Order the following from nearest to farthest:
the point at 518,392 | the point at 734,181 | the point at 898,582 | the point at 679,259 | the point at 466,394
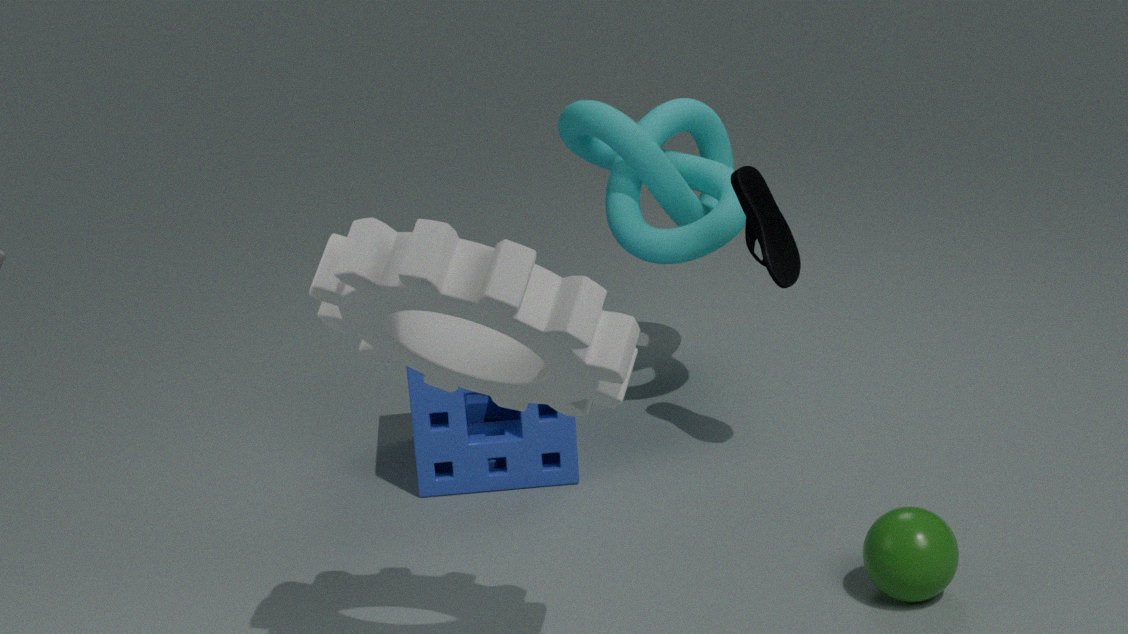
1. the point at 518,392
2. the point at 898,582
3. the point at 734,181
4. the point at 679,259
5. the point at 466,394
